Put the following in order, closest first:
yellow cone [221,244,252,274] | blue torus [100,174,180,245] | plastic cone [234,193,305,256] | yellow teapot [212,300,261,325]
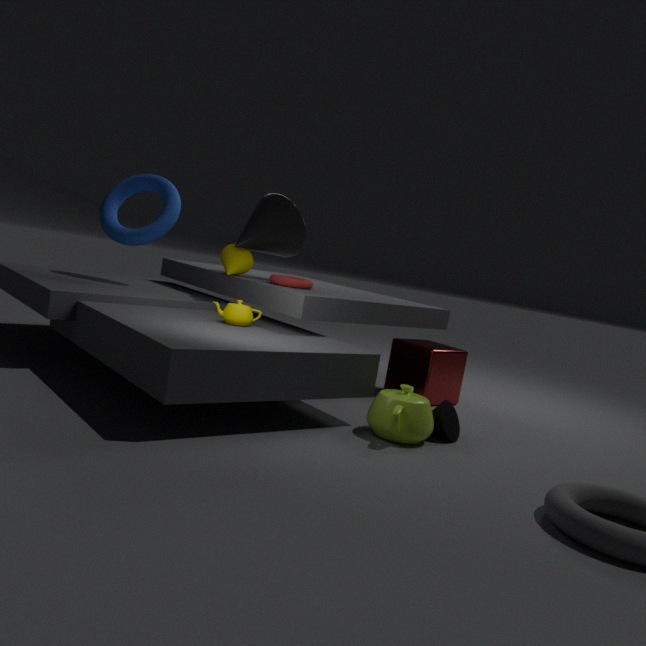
yellow teapot [212,300,261,325]
plastic cone [234,193,305,256]
yellow cone [221,244,252,274]
blue torus [100,174,180,245]
